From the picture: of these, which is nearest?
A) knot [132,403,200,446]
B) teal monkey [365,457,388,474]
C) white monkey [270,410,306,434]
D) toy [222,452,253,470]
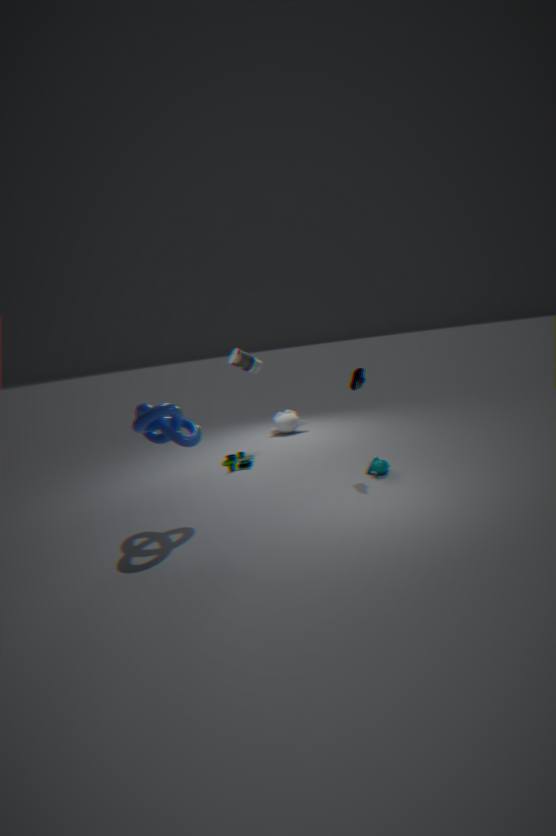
knot [132,403,200,446]
